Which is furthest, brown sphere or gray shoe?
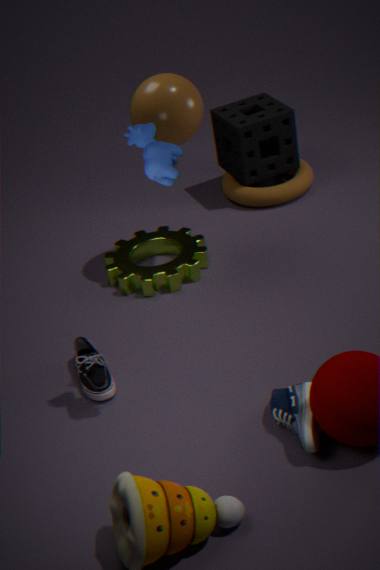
brown sphere
